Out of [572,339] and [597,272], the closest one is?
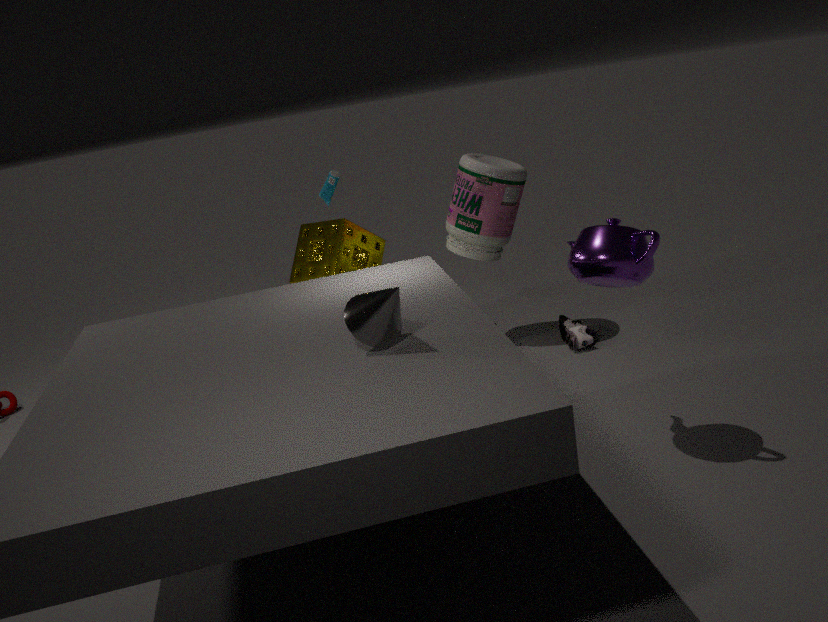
[597,272]
